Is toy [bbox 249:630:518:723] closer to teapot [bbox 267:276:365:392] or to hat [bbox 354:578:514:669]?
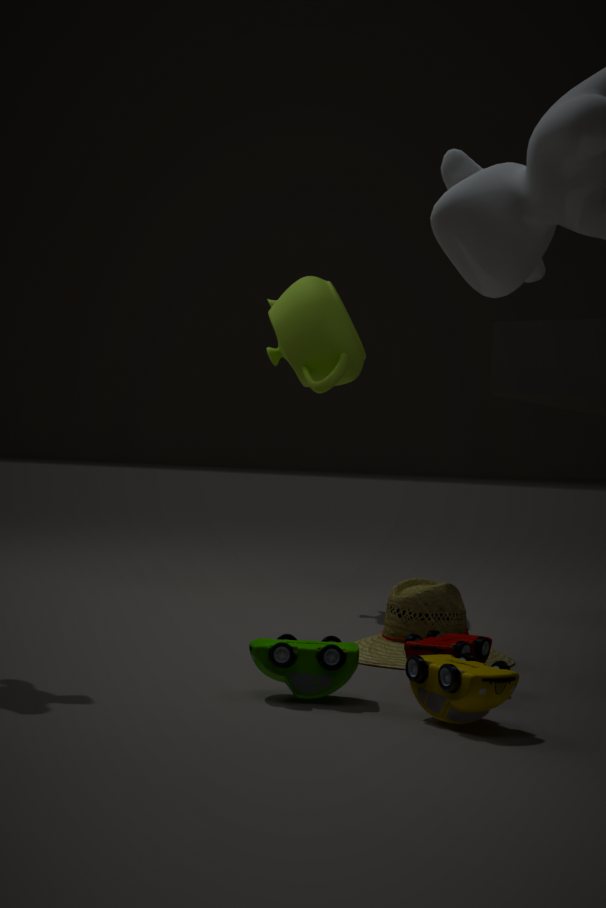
hat [bbox 354:578:514:669]
